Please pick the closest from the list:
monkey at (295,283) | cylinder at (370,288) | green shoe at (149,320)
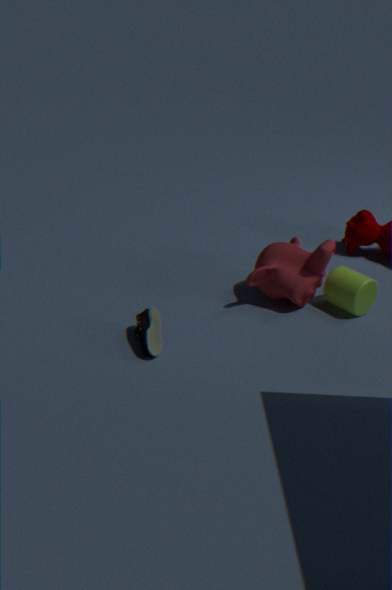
green shoe at (149,320)
